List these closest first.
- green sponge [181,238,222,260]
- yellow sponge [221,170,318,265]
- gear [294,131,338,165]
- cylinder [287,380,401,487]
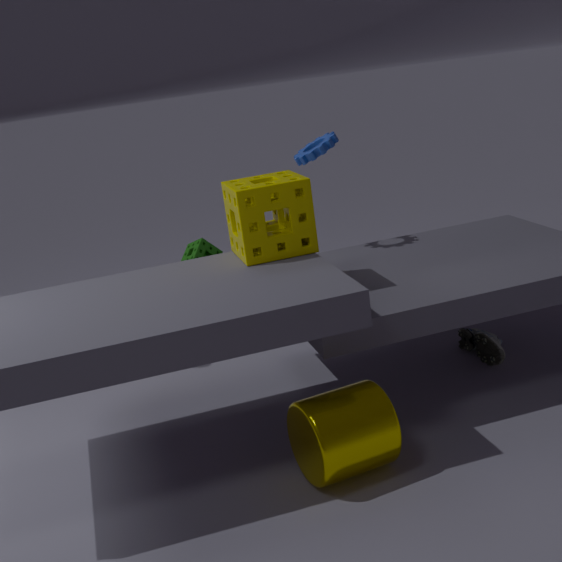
cylinder [287,380,401,487] → yellow sponge [221,170,318,265] → gear [294,131,338,165] → green sponge [181,238,222,260]
